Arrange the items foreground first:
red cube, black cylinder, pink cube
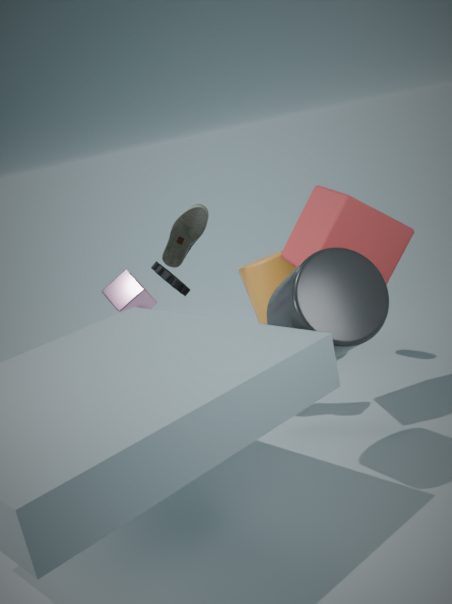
black cylinder < red cube < pink cube
